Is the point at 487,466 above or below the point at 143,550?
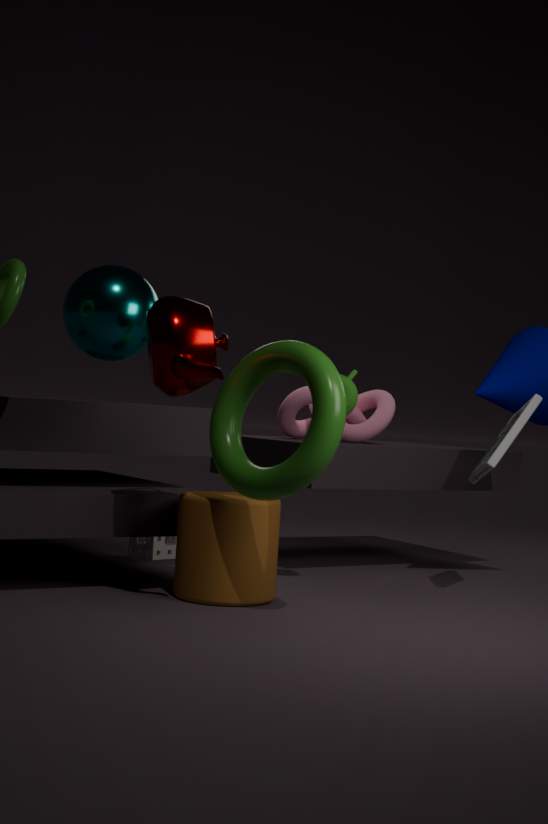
above
